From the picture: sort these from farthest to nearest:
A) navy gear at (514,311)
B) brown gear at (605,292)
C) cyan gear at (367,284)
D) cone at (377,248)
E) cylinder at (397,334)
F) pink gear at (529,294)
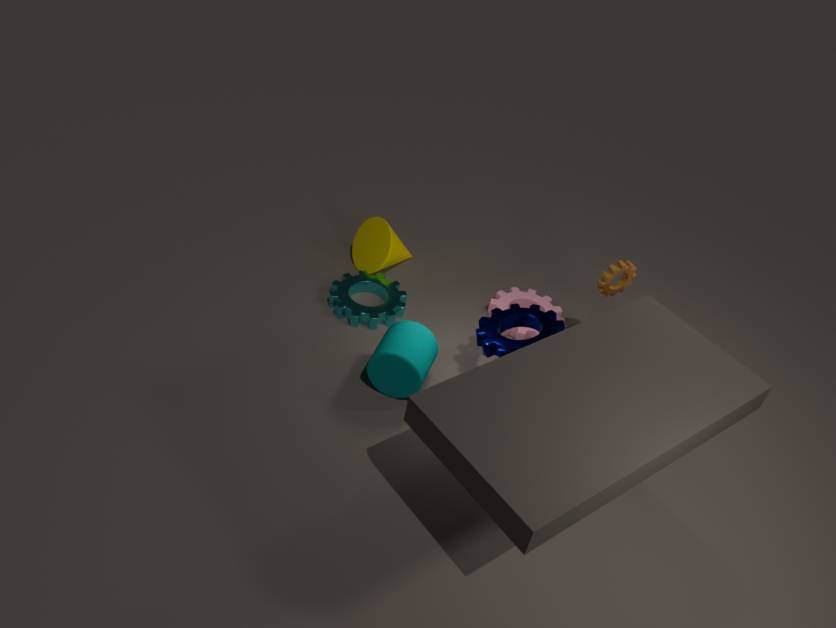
cone at (377,248) → pink gear at (529,294) → cyan gear at (367,284) → brown gear at (605,292) → navy gear at (514,311) → cylinder at (397,334)
